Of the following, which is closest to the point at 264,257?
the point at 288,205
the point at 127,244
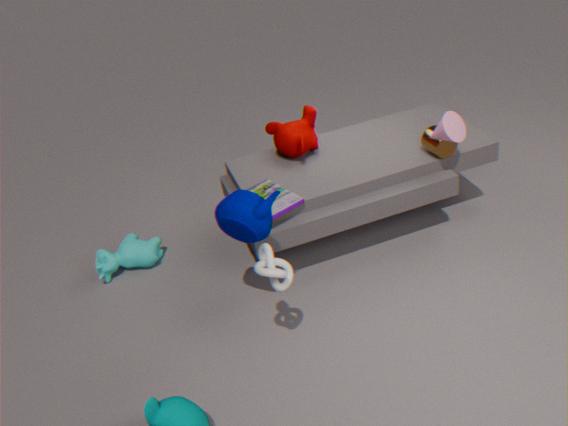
the point at 288,205
